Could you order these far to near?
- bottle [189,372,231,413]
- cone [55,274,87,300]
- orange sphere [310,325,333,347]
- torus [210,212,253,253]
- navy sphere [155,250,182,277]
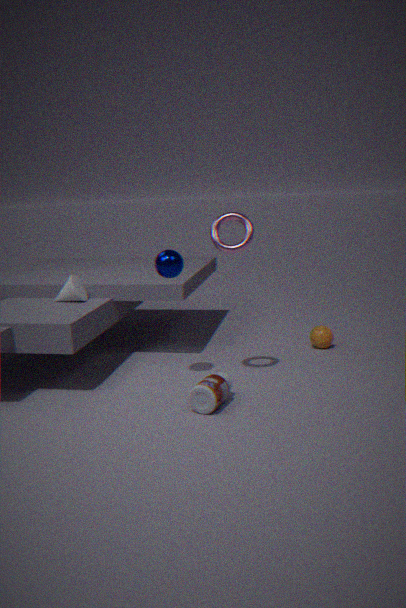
orange sphere [310,325,333,347]
cone [55,274,87,300]
navy sphere [155,250,182,277]
torus [210,212,253,253]
bottle [189,372,231,413]
